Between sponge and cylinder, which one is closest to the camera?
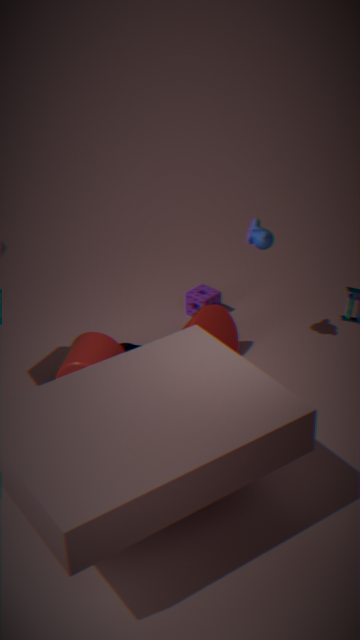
cylinder
